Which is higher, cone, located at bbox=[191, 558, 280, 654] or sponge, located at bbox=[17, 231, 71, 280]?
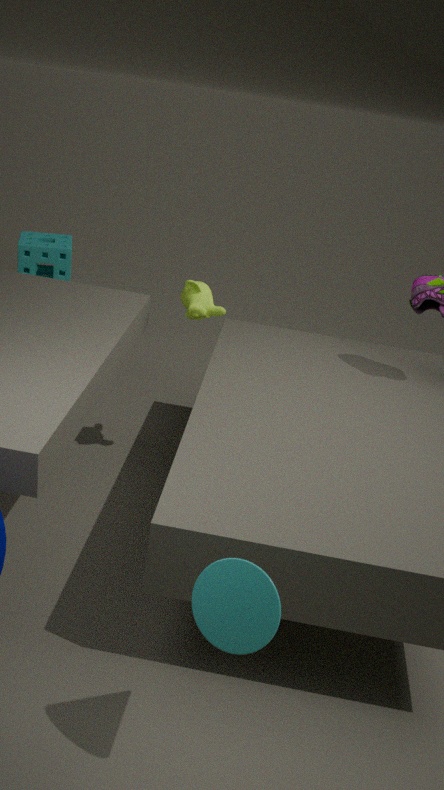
cone, located at bbox=[191, 558, 280, 654]
